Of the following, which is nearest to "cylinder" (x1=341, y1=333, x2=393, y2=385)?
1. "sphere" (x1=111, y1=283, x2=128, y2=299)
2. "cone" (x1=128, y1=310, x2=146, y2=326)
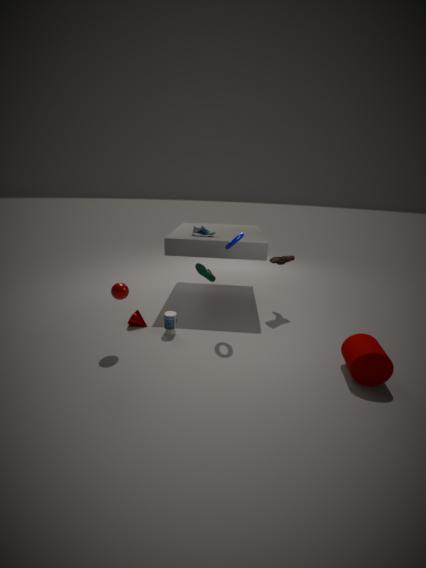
"cone" (x1=128, y1=310, x2=146, y2=326)
